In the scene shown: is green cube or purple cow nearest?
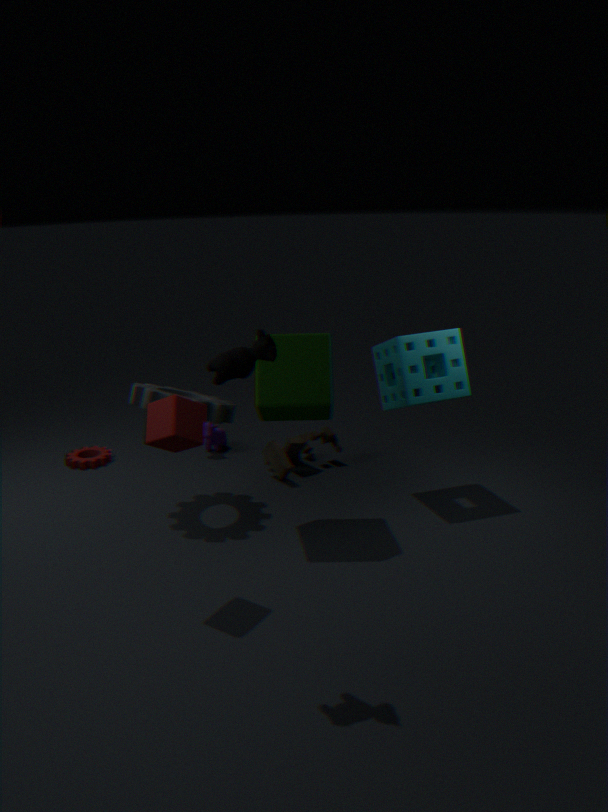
green cube
